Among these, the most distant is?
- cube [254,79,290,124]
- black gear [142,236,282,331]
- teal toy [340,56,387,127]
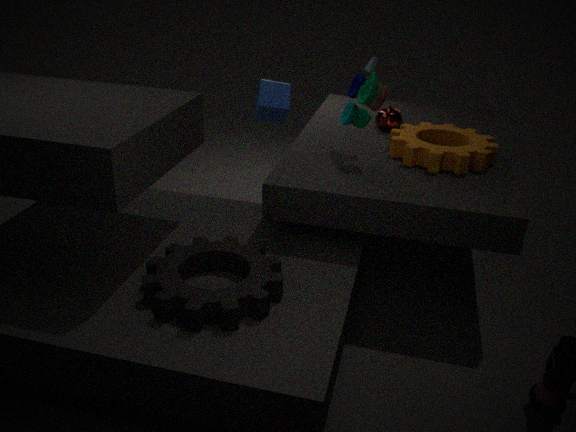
cube [254,79,290,124]
